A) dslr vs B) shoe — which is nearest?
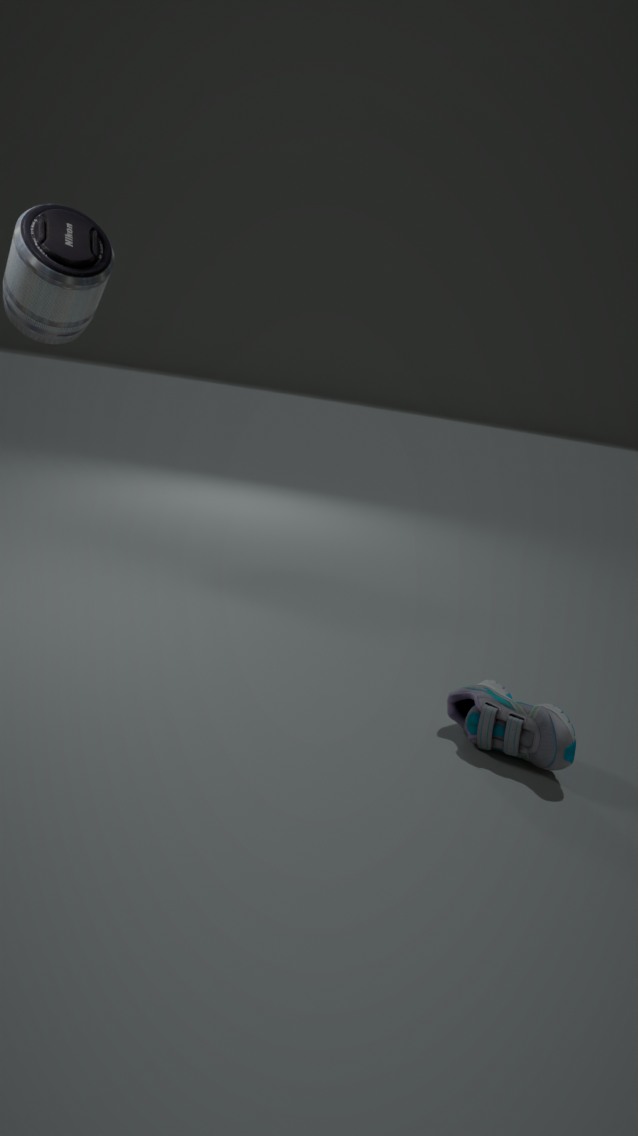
B. shoe
